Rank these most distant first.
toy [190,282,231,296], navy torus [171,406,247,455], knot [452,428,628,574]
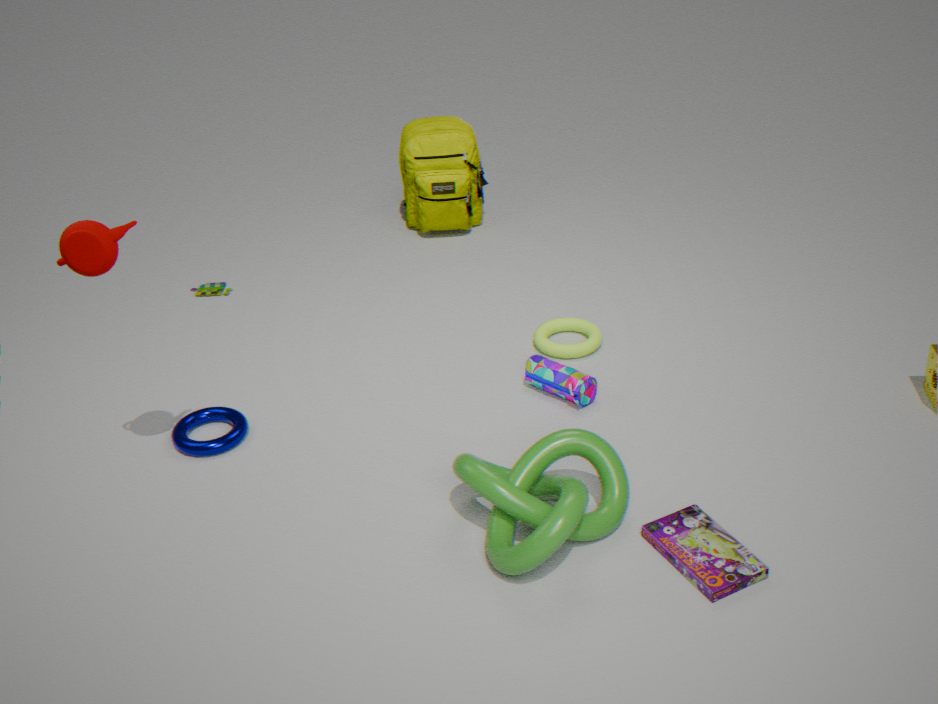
1. toy [190,282,231,296]
2. navy torus [171,406,247,455]
3. knot [452,428,628,574]
